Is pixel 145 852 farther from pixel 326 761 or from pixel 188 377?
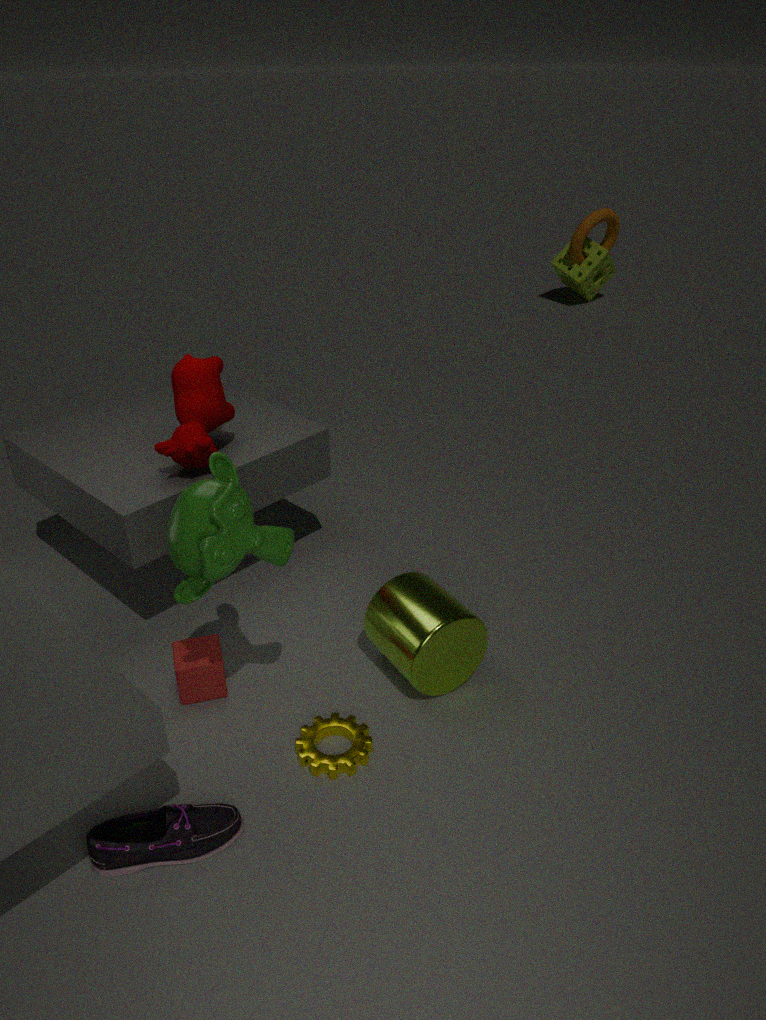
pixel 188 377
